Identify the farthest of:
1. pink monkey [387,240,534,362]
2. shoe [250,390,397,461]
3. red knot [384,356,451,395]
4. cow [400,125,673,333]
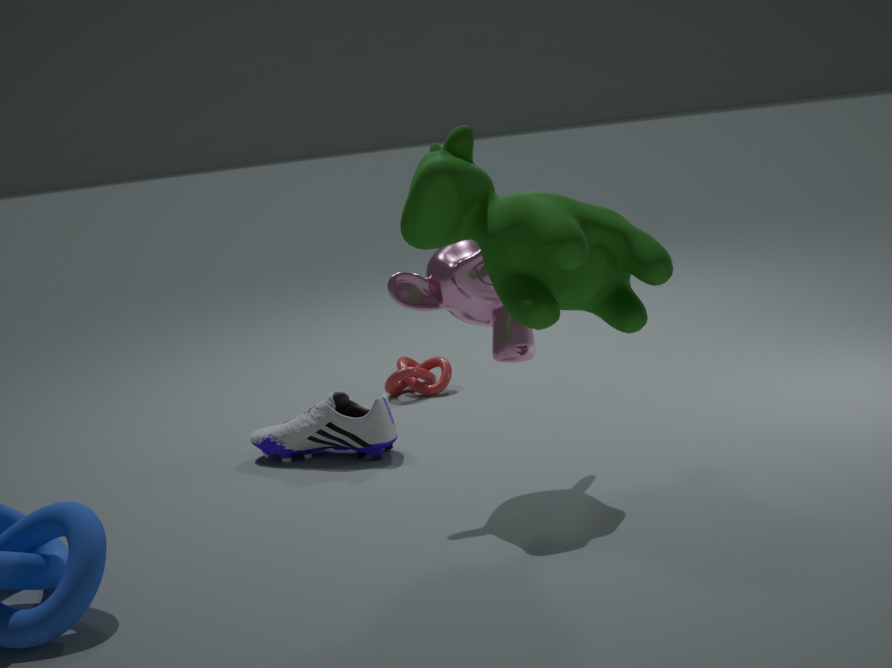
red knot [384,356,451,395]
